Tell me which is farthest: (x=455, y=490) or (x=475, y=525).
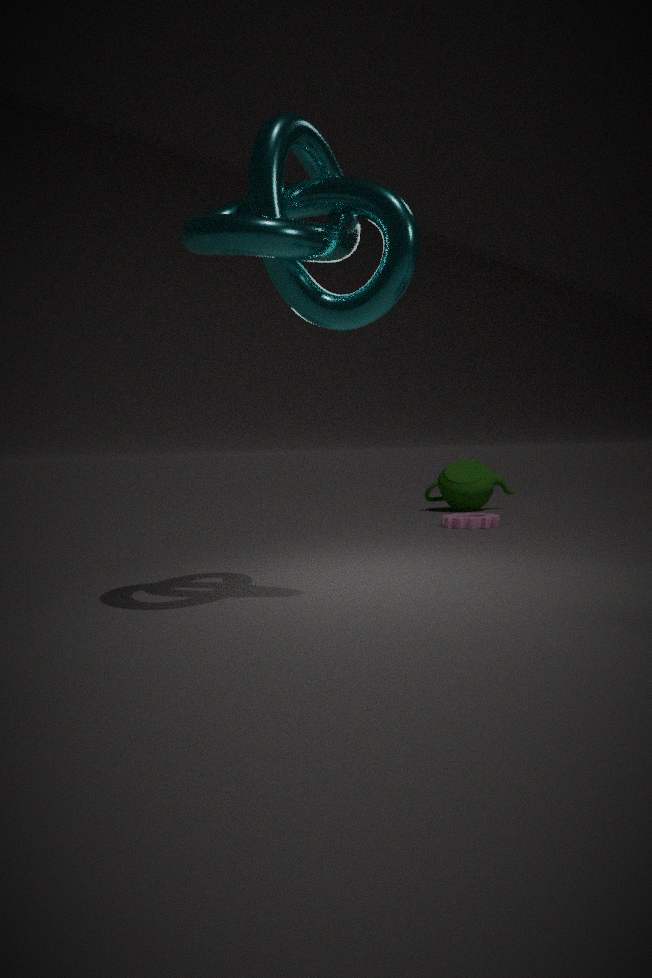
(x=455, y=490)
